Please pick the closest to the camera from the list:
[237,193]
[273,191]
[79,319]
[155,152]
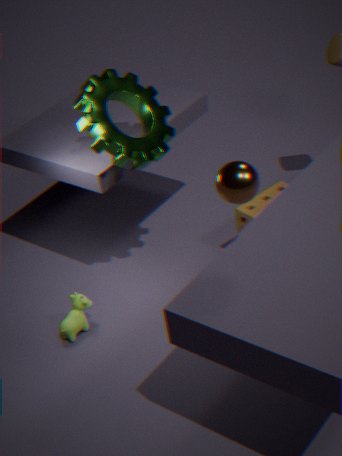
[237,193]
